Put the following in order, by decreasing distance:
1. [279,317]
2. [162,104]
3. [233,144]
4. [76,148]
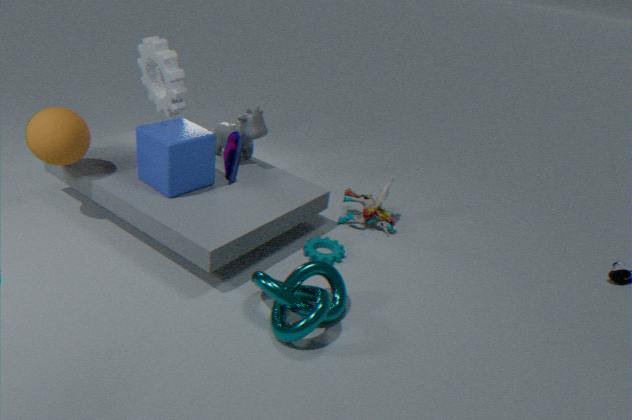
[162,104]
[76,148]
[279,317]
[233,144]
